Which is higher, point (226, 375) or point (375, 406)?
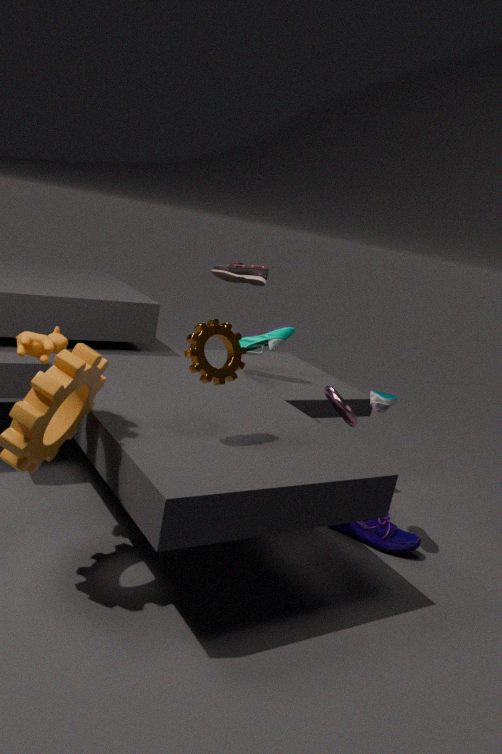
point (226, 375)
